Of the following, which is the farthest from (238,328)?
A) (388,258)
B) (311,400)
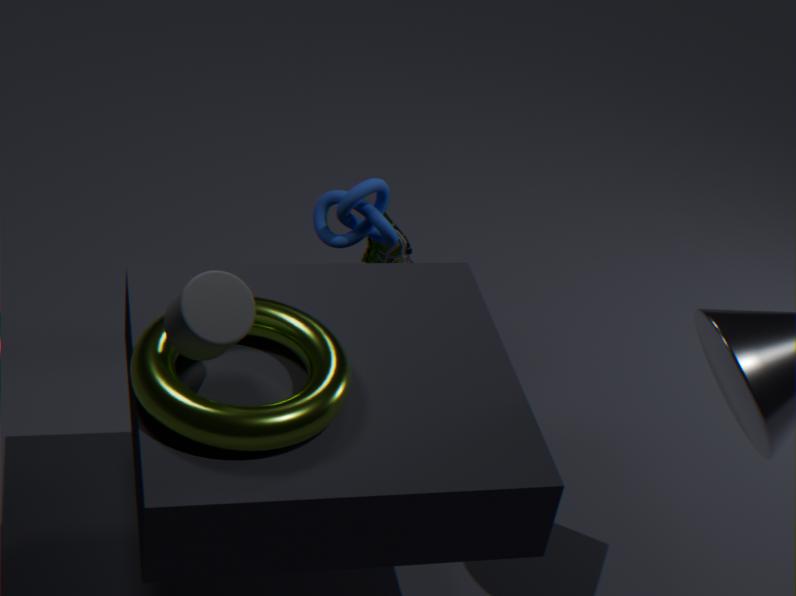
(388,258)
